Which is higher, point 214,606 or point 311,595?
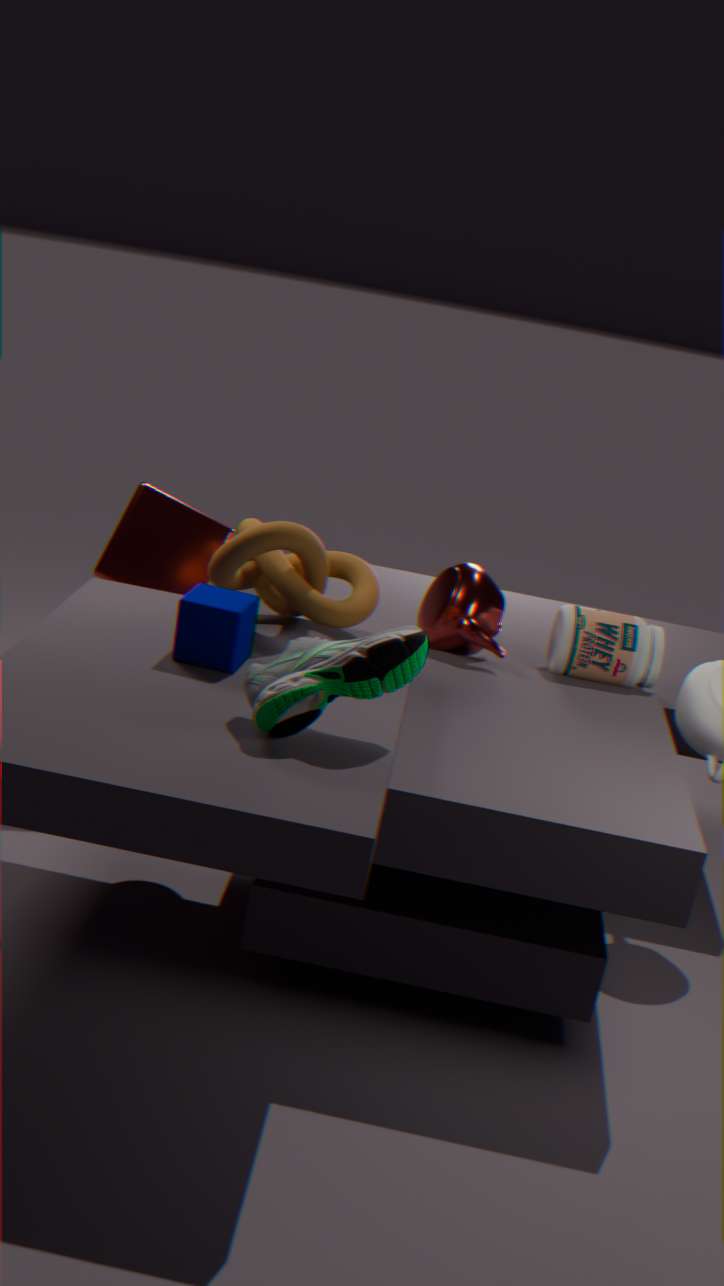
point 311,595
